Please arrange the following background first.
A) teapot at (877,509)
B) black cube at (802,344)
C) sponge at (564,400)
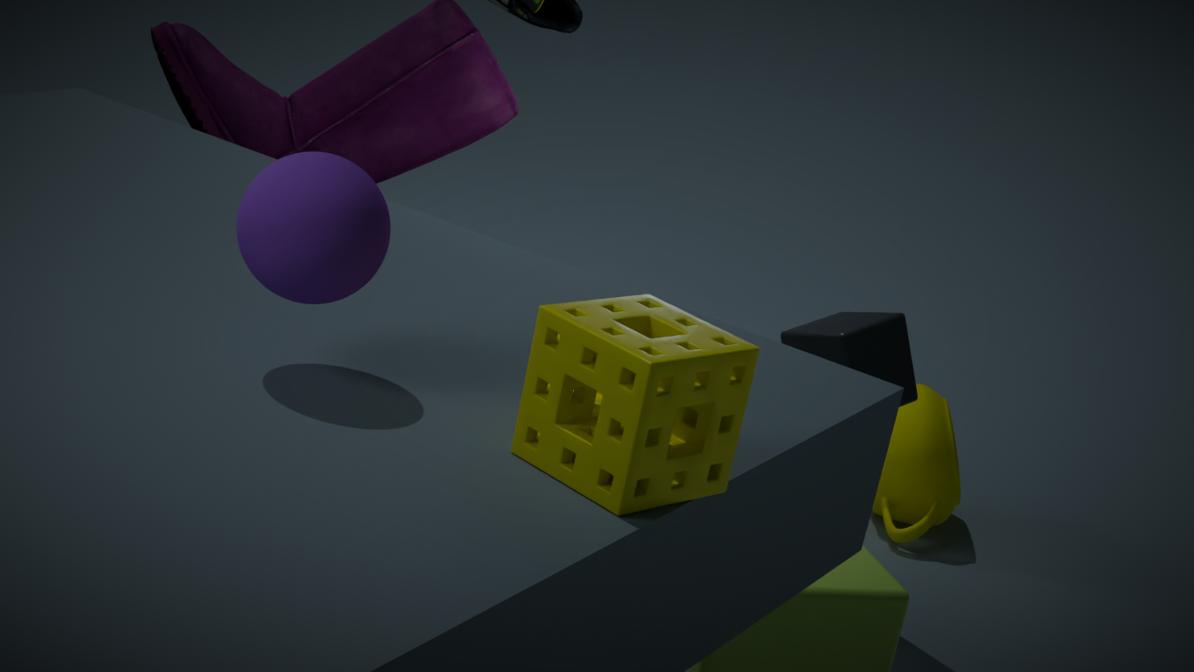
teapot at (877,509)
black cube at (802,344)
sponge at (564,400)
